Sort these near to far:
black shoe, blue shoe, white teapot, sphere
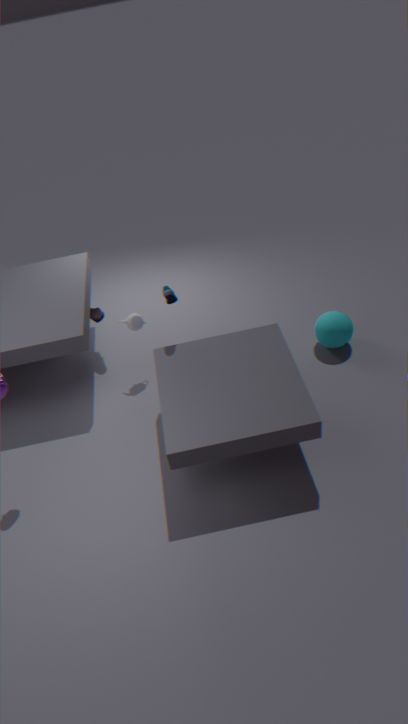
blue shoe, white teapot, sphere, black shoe
